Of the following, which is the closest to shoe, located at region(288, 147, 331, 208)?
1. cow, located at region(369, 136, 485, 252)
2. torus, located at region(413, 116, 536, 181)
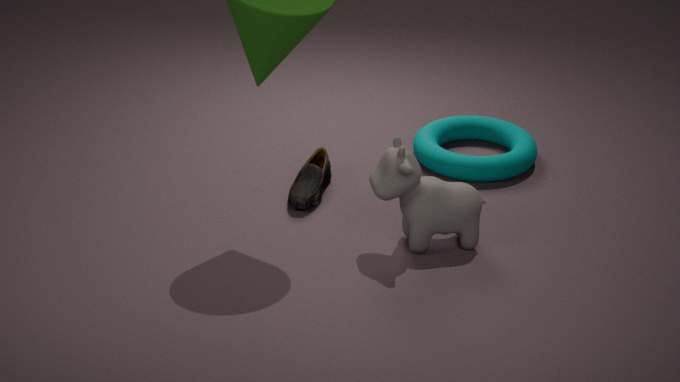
cow, located at region(369, 136, 485, 252)
